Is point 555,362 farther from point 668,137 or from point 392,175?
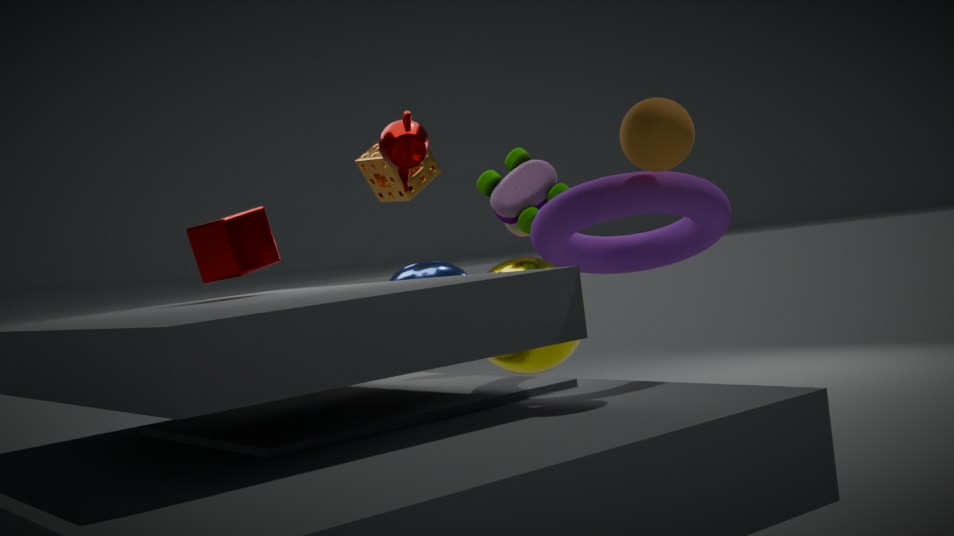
point 668,137
